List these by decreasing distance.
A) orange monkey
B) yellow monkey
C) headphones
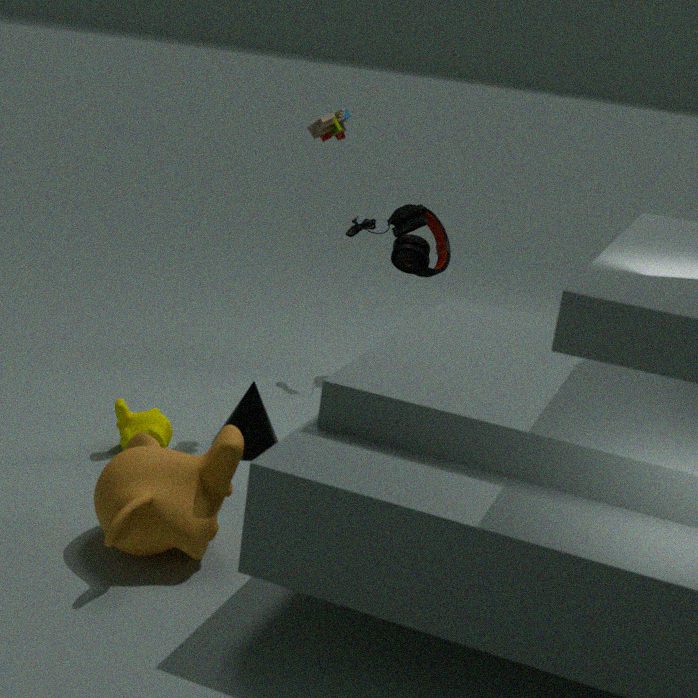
headphones
yellow monkey
orange monkey
